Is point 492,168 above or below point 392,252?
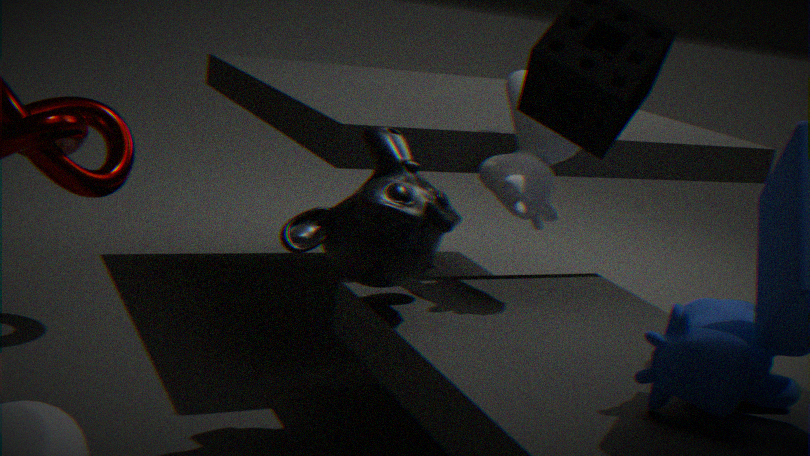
above
